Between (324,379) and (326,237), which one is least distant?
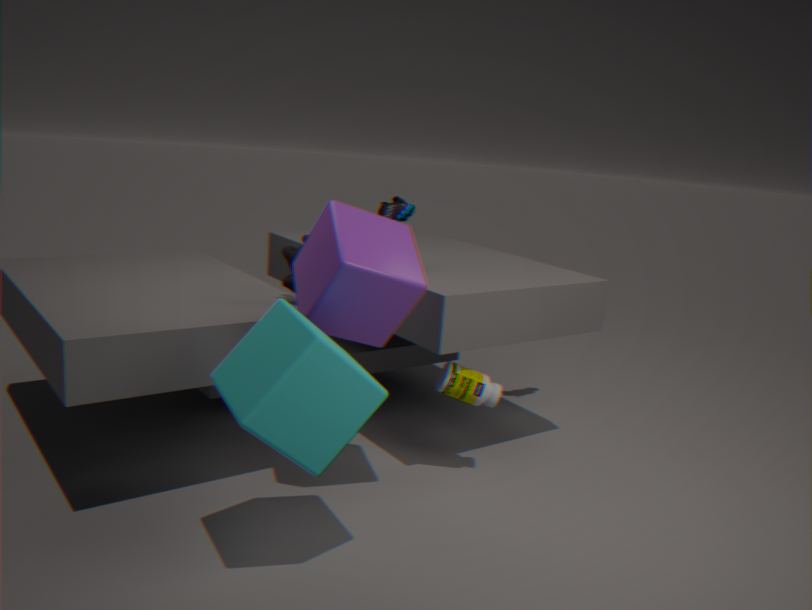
(324,379)
